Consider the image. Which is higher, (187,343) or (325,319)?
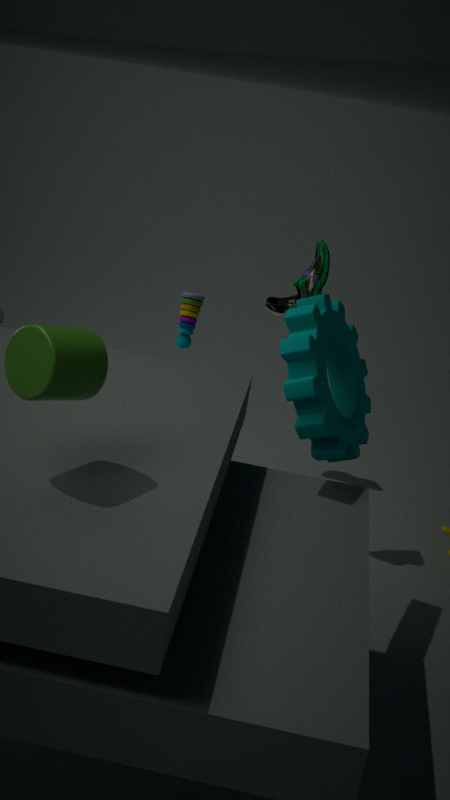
(325,319)
